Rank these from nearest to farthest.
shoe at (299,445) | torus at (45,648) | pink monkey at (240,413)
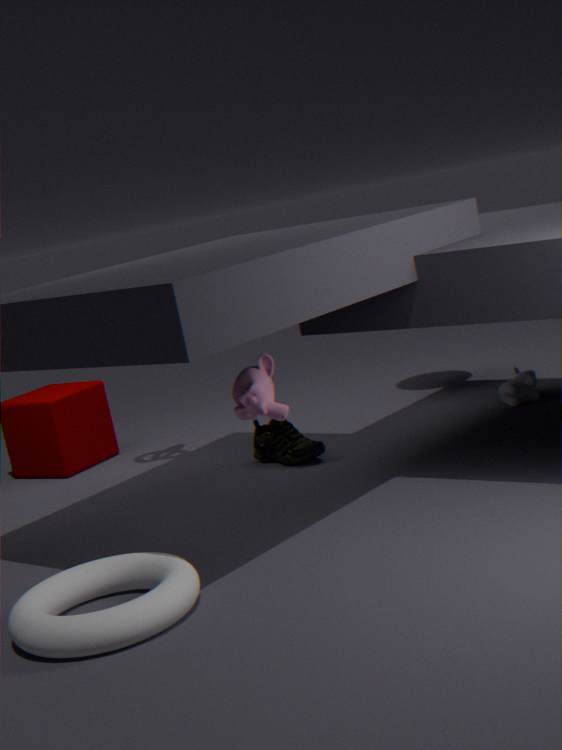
1. torus at (45,648)
2. pink monkey at (240,413)
3. shoe at (299,445)
